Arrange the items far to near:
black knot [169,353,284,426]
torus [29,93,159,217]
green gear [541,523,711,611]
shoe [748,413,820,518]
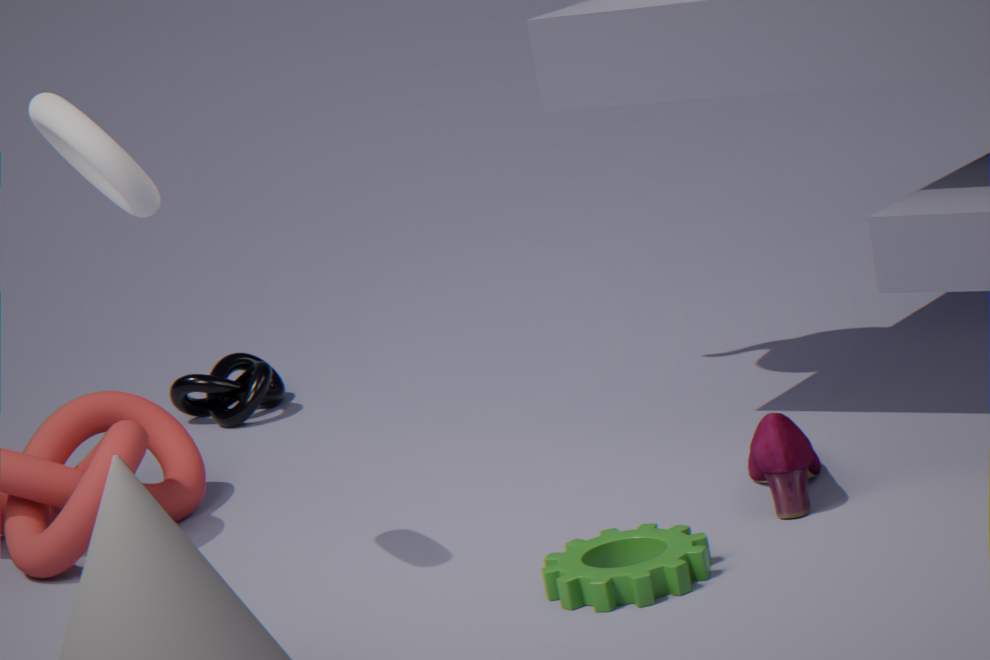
black knot [169,353,284,426], shoe [748,413,820,518], torus [29,93,159,217], green gear [541,523,711,611]
